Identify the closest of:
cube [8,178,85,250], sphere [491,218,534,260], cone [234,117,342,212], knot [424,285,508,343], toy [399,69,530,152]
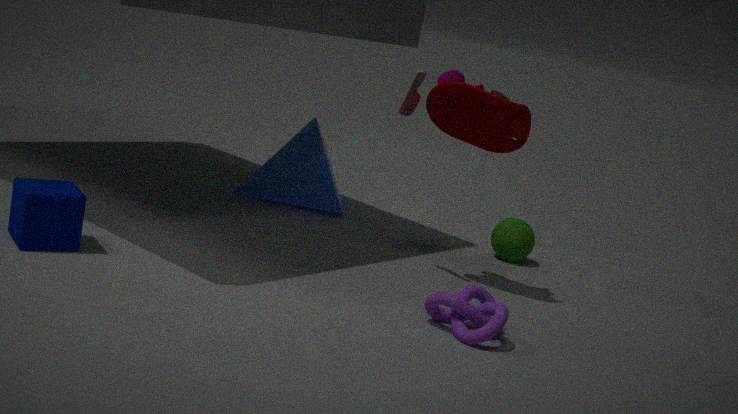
knot [424,285,508,343]
